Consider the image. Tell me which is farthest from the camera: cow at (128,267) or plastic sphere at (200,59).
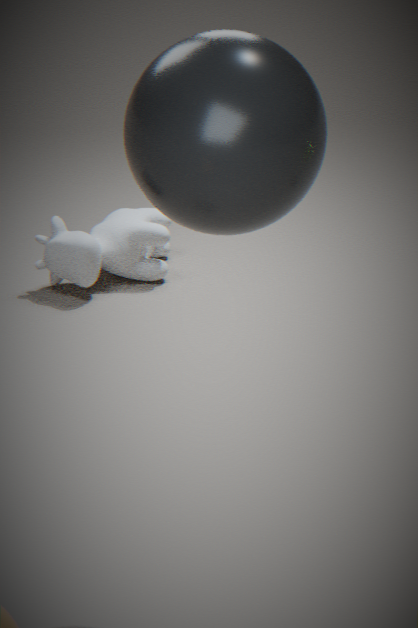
cow at (128,267)
